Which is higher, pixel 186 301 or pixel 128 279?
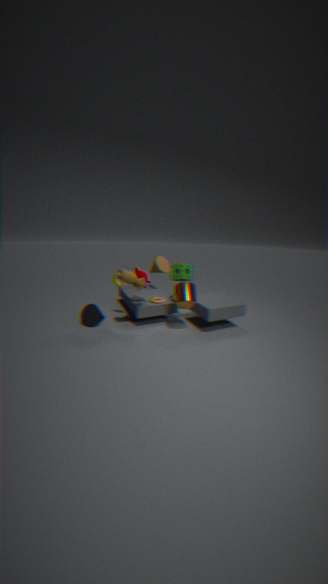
pixel 128 279
